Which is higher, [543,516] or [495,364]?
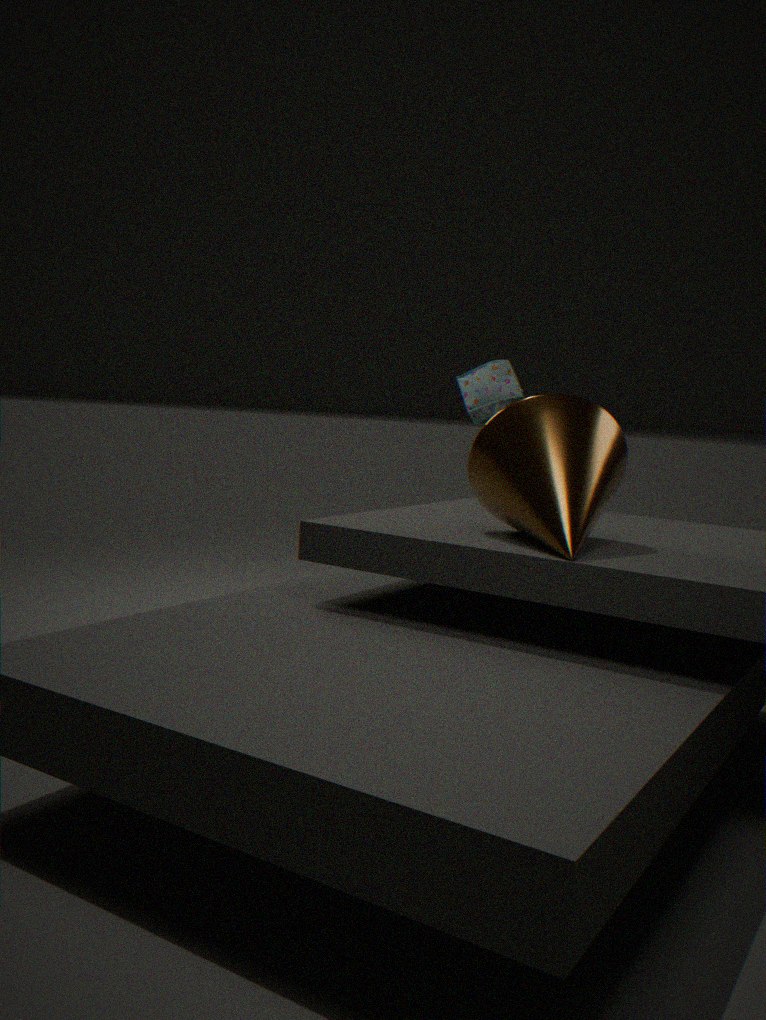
[495,364]
